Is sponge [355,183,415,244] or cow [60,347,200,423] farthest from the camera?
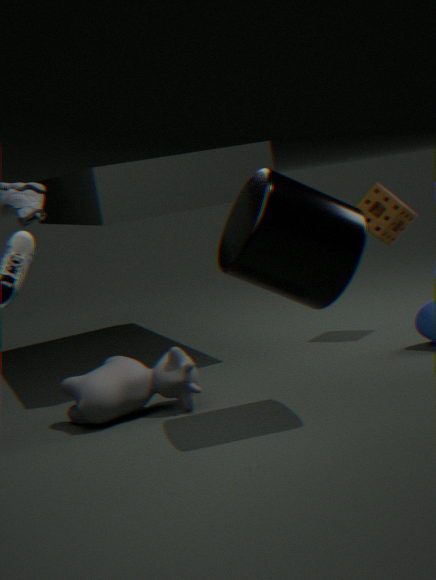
sponge [355,183,415,244]
